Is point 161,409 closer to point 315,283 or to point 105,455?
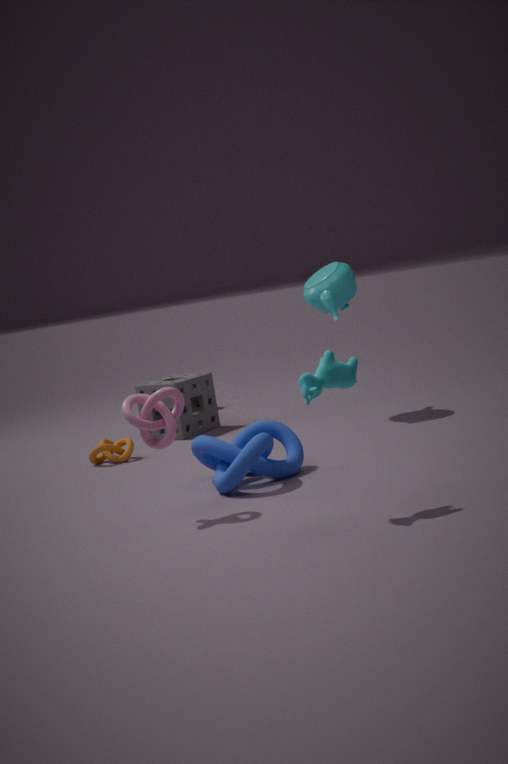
point 105,455
